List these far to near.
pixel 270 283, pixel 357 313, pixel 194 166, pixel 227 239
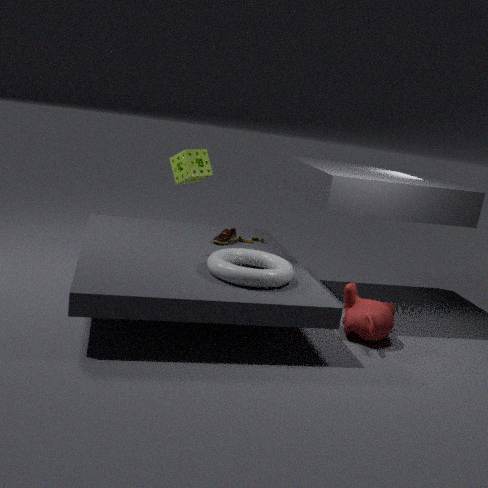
pixel 227 239 < pixel 194 166 < pixel 357 313 < pixel 270 283
